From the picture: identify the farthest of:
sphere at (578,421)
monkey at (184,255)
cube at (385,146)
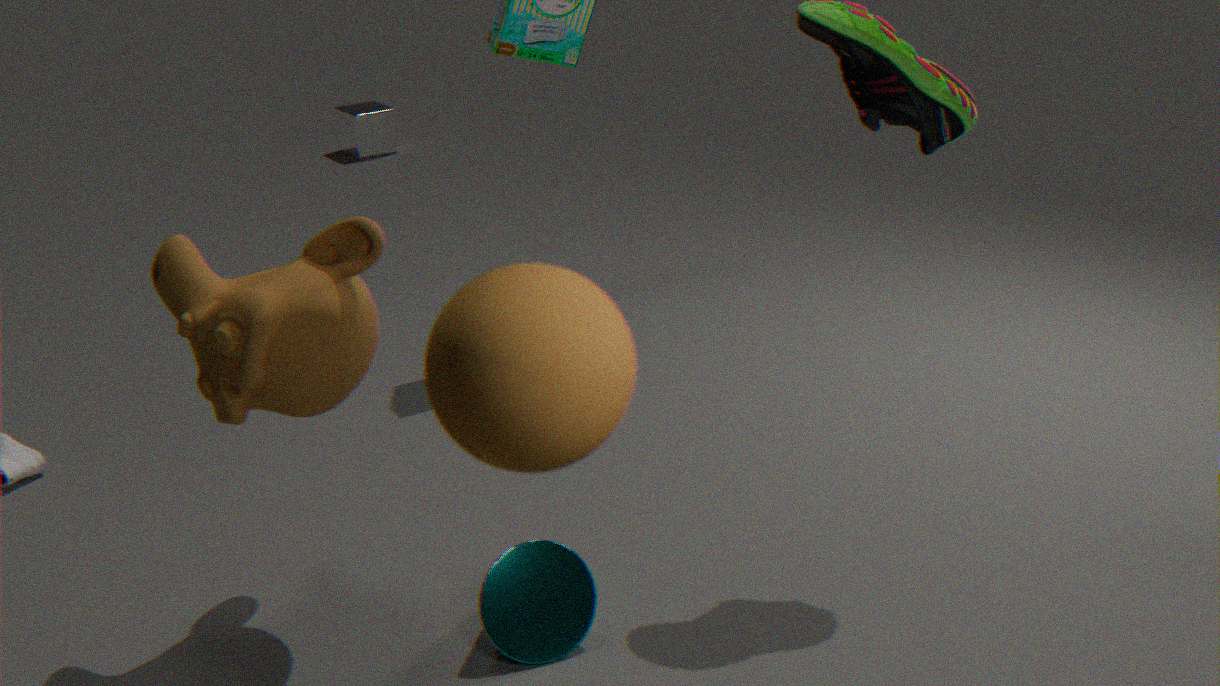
cube at (385,146)
